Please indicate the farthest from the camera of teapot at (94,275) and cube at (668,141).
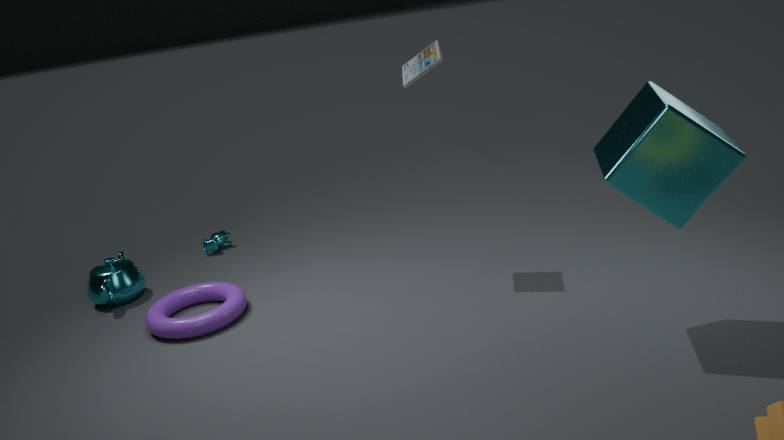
teapot at (94,275)
